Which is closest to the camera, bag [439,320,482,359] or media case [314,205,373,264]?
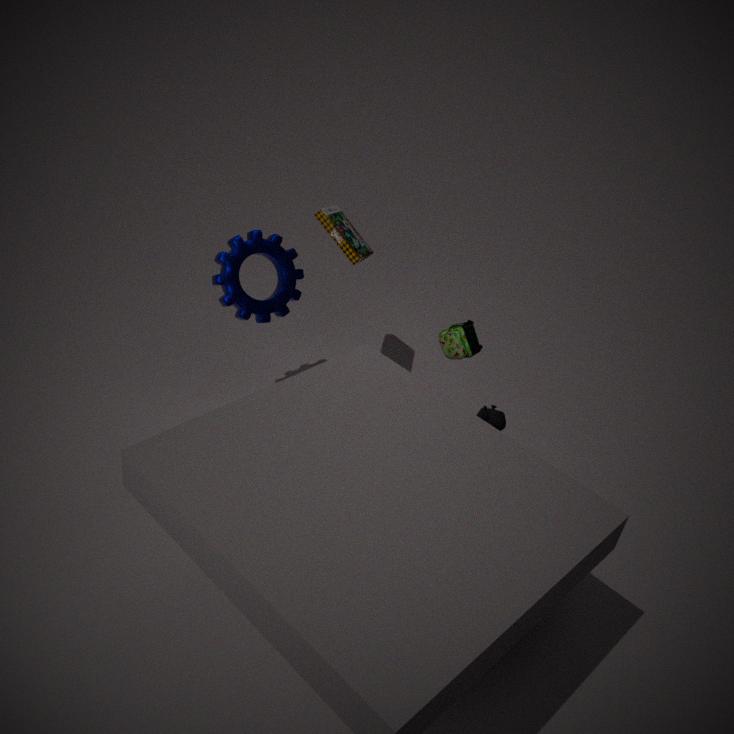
bag [439,320,482,359]
